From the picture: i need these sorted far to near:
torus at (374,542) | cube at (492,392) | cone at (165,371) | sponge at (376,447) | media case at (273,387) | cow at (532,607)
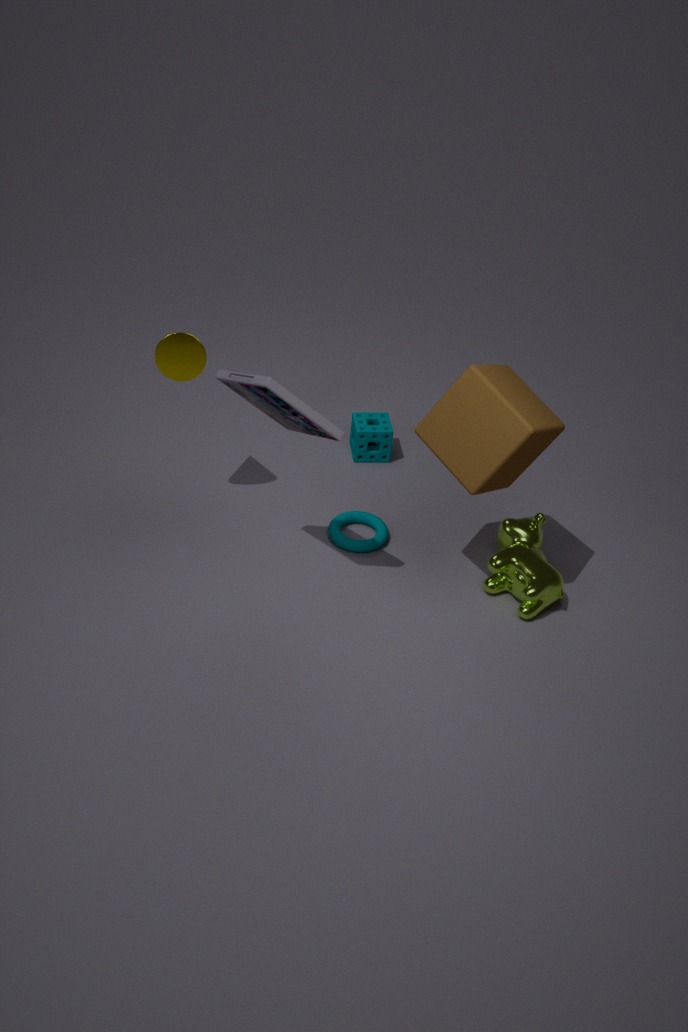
sponge at (376,447) < torus at (374,542) < cone at (165,371) < cow at (532,607) < cube at (492,392) < media case at (273,387)
